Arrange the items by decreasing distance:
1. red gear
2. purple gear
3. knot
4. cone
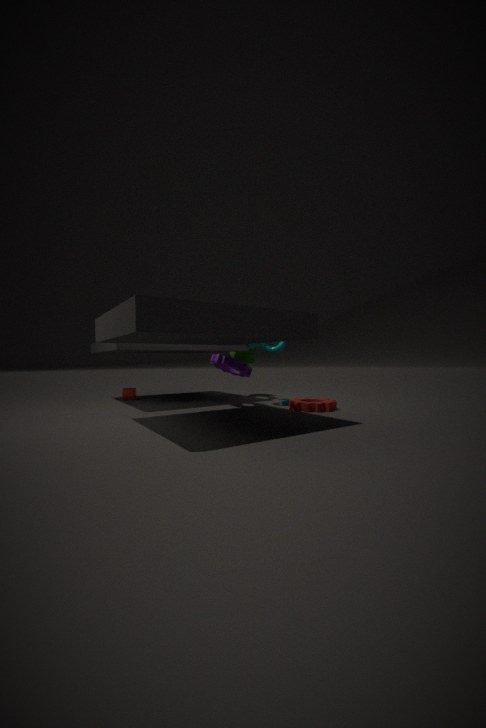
cone < knot < purple gear < red gear
